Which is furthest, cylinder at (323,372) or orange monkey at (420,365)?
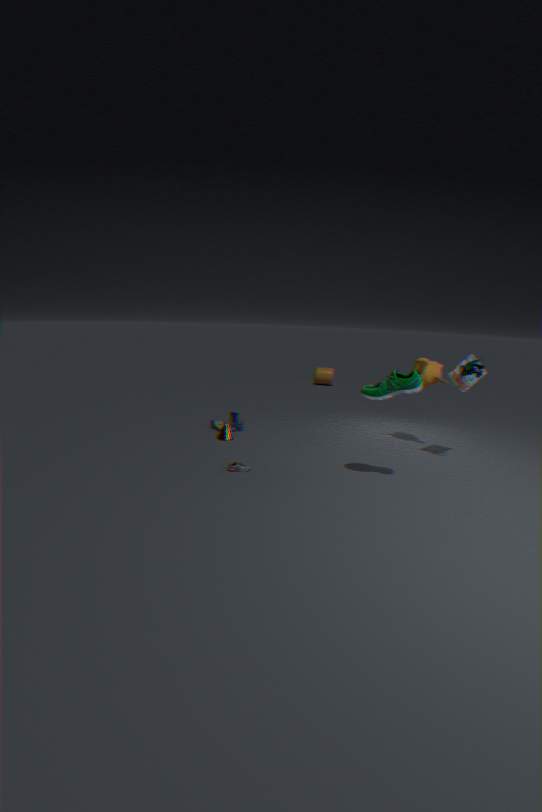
cylinder at (323,372)
